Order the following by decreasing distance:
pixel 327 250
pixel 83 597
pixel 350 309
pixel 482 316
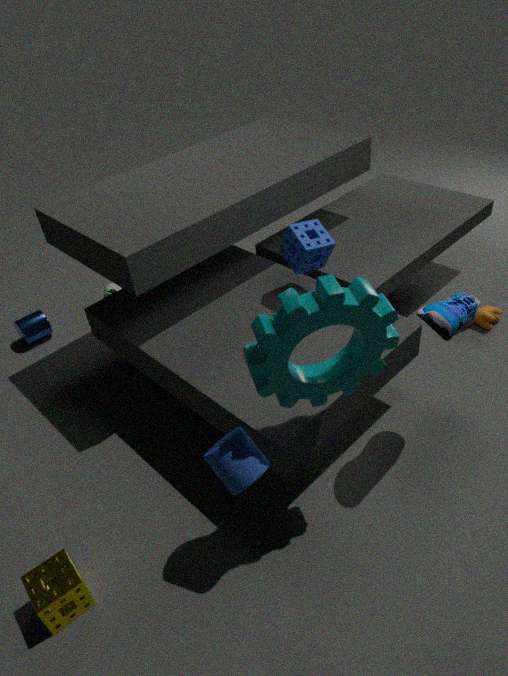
pixel 482 316 < pixel 327 250 < pixel 83 597 < pixel 350 309
